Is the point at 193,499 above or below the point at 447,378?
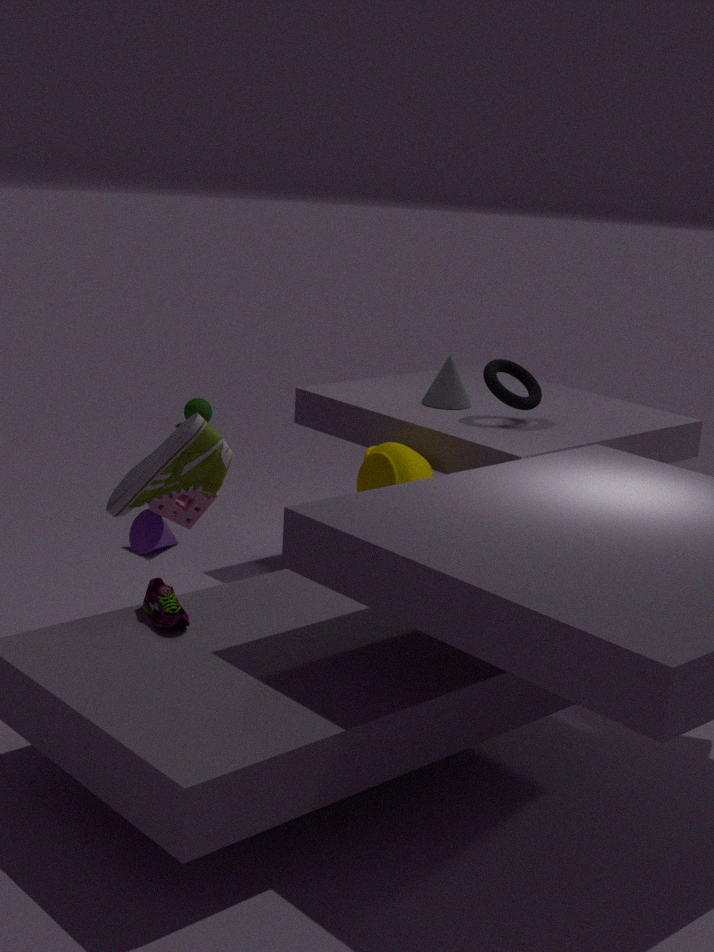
below
